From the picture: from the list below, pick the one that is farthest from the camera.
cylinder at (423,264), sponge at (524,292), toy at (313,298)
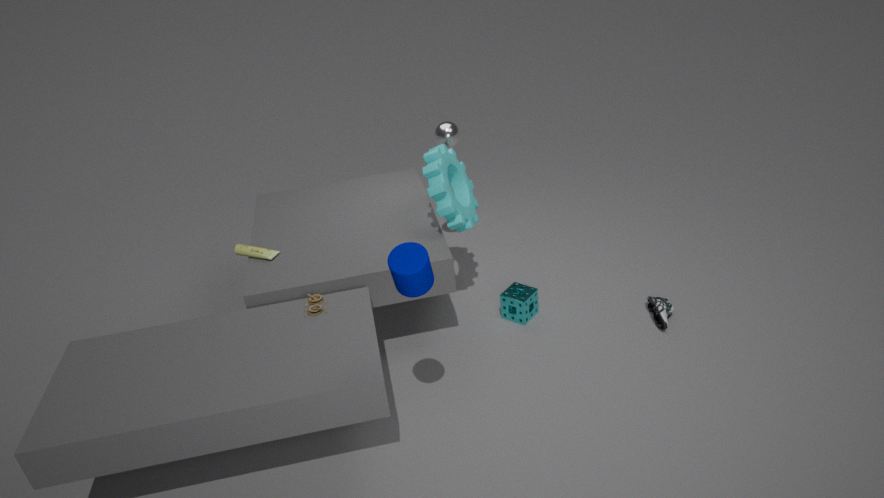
sponge at (524,292)
